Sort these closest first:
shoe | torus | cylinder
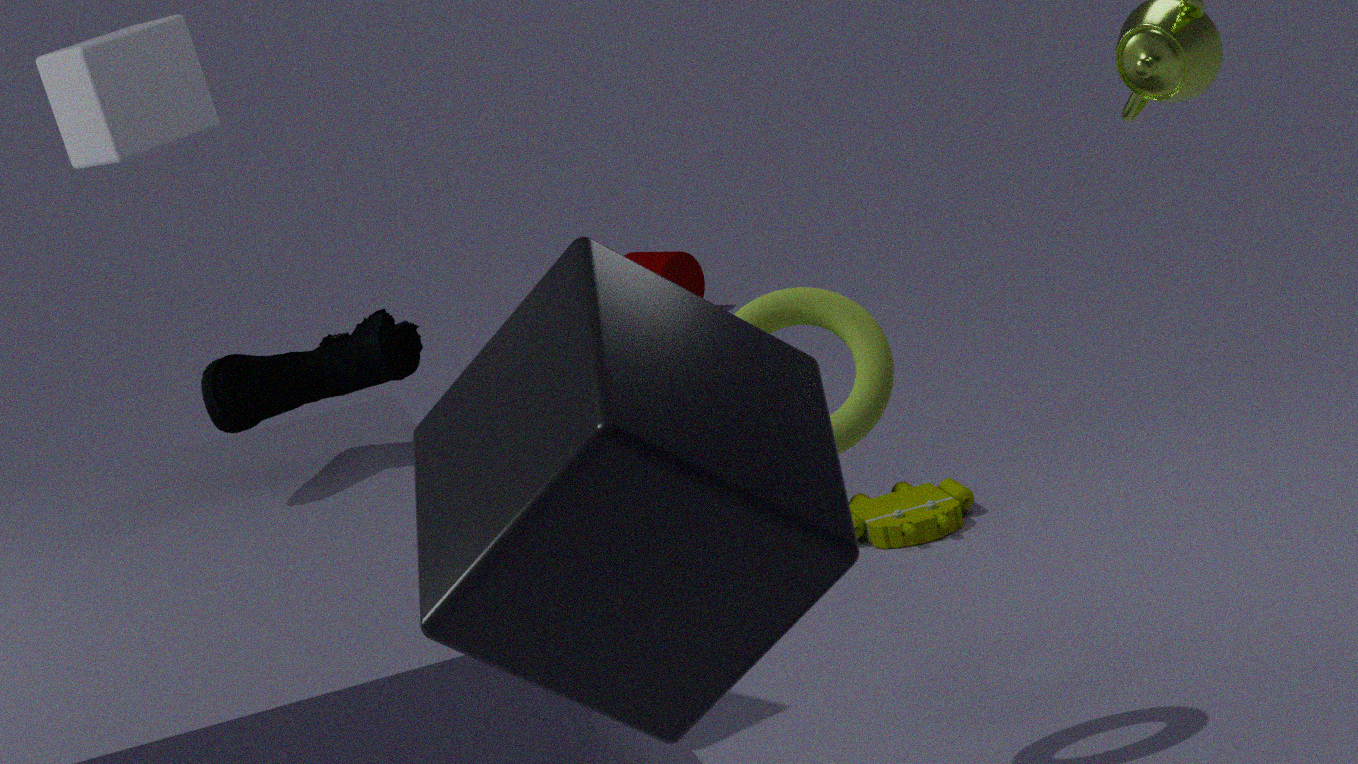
torus, shoe, cylinder
